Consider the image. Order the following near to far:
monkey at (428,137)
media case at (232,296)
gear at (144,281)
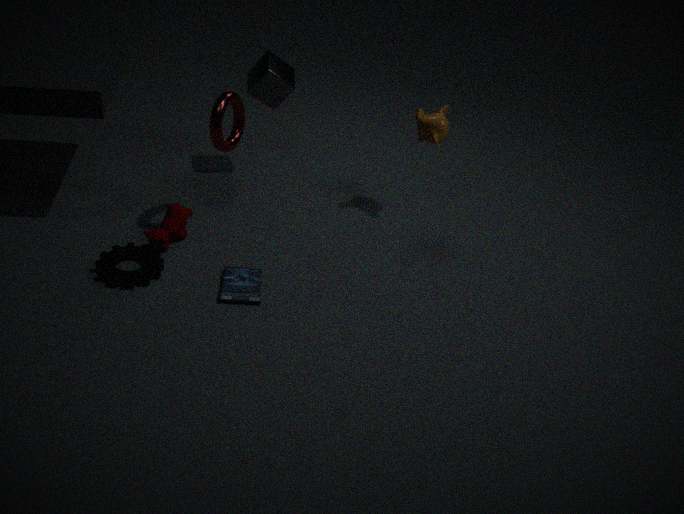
gear at (144,281)
media case at (232,296)
monkey at (428,137)
